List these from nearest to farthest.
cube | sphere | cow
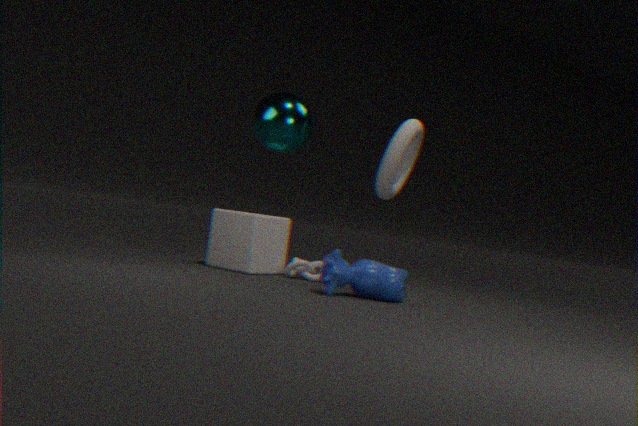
cow, sphere, cube
